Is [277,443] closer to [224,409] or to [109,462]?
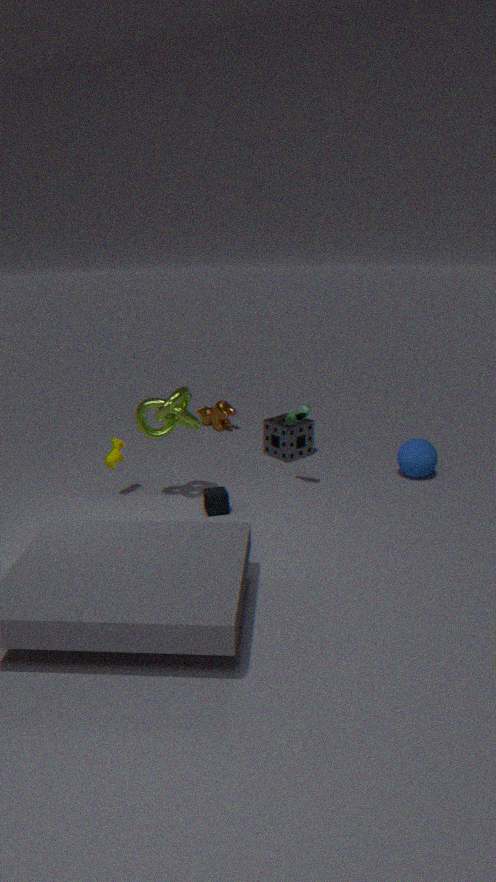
[224,409]
